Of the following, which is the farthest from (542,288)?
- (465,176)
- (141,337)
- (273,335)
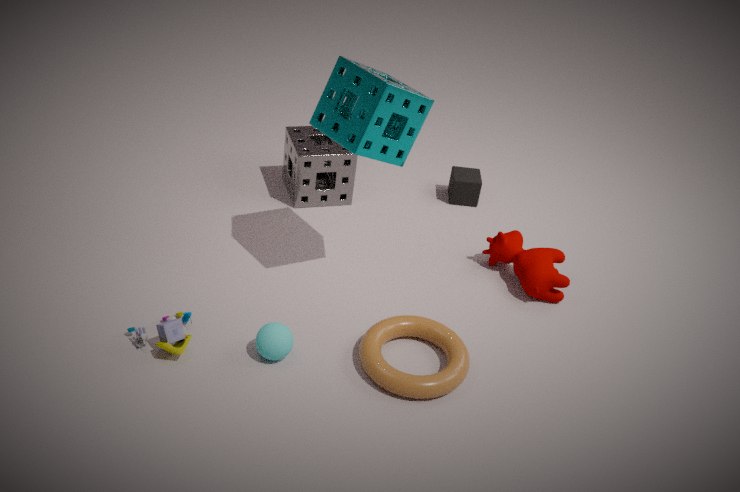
(141,337)
